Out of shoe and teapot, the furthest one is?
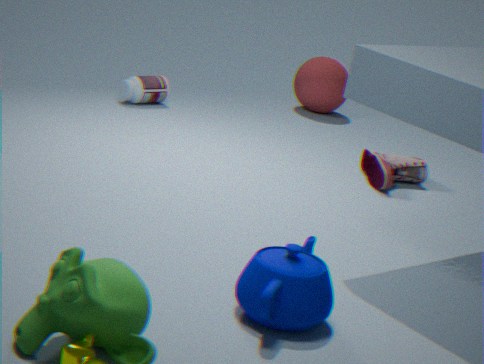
shoe
